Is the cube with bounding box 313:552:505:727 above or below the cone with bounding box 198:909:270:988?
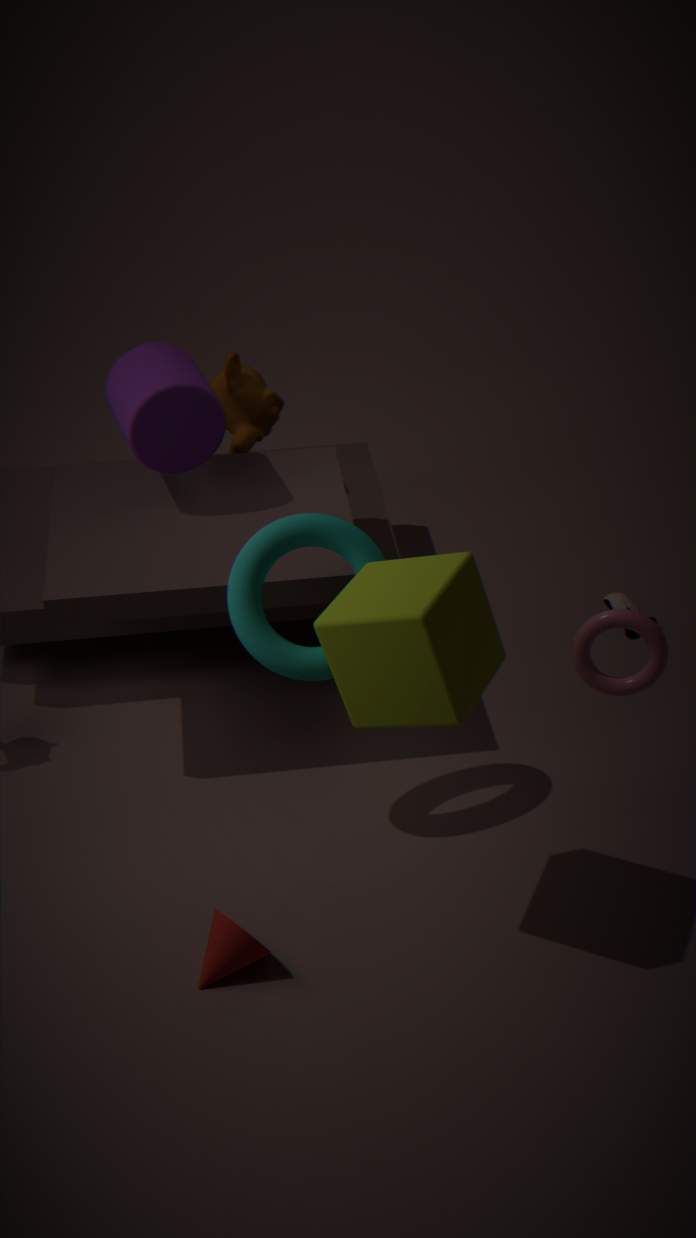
above
